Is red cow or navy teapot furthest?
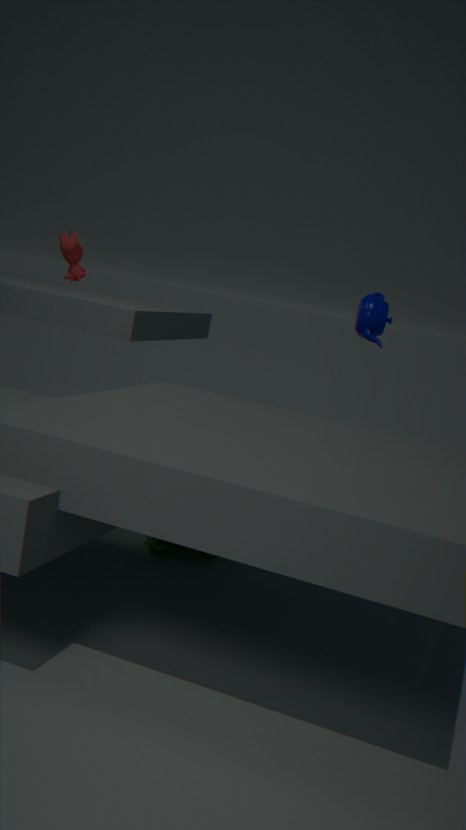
red cow
